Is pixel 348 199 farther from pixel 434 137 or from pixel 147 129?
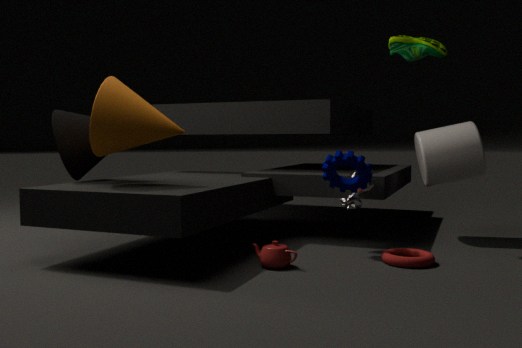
pixel 147 129
